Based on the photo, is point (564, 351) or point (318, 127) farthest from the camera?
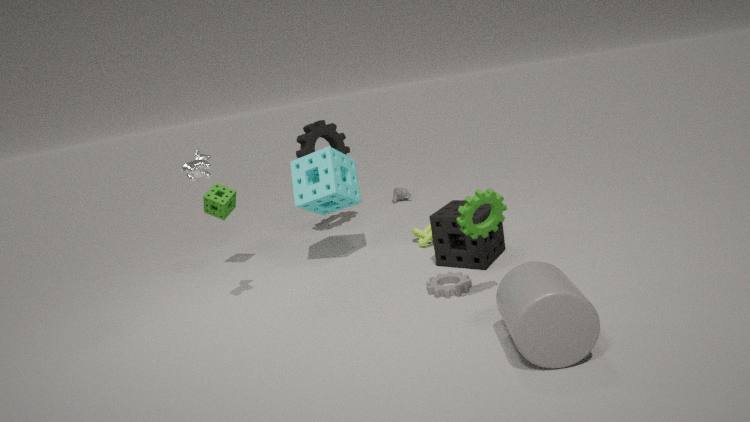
point (318, 127)
